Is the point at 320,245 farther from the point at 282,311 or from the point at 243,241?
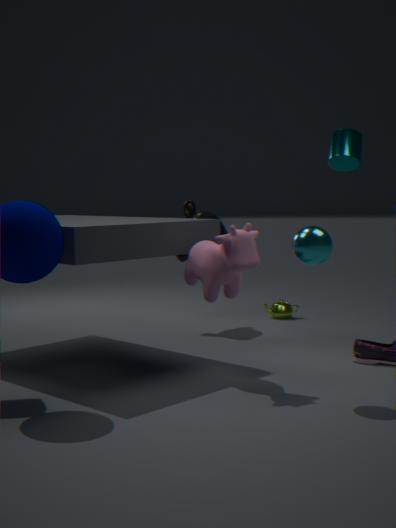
the point at 282,311
